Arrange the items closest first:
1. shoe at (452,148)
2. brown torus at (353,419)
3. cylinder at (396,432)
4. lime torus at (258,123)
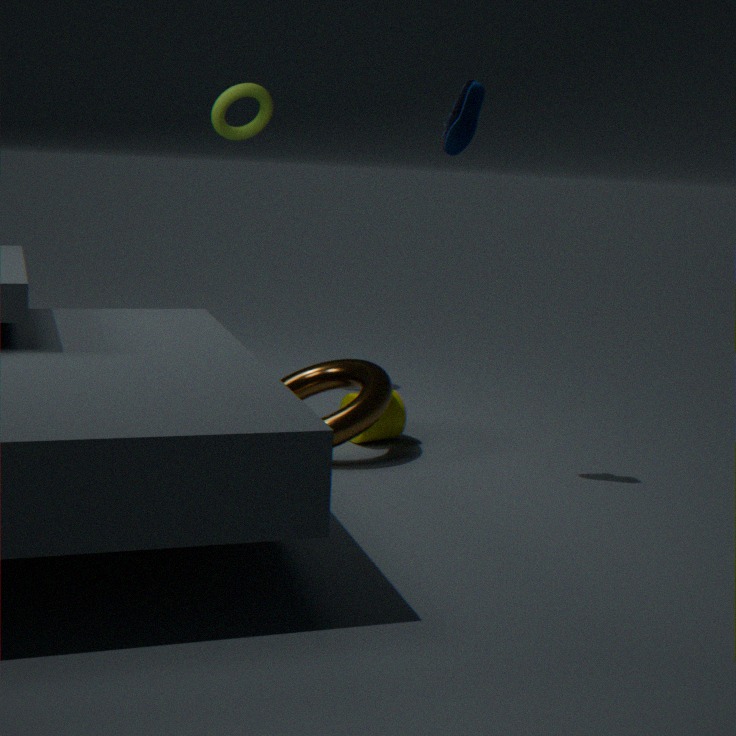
shoe at (452,148), brown torus at (353,419), cylinder at (396,432), lime torus at (258,123)
